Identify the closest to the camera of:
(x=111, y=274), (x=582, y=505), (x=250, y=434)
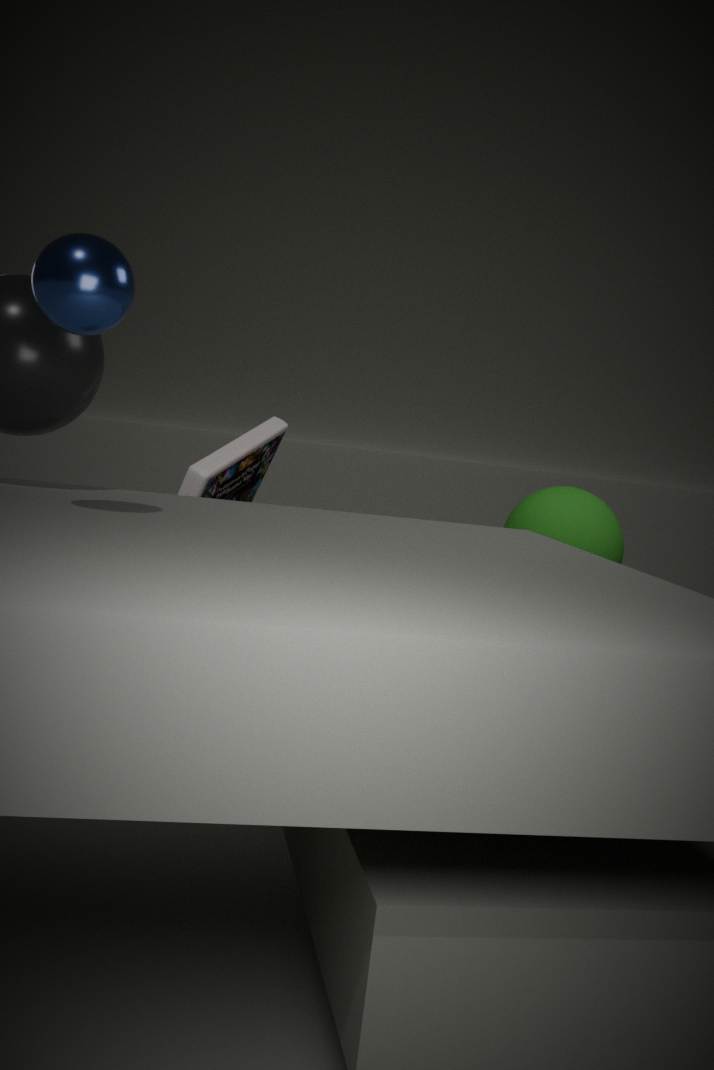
(x=111, y=274)
